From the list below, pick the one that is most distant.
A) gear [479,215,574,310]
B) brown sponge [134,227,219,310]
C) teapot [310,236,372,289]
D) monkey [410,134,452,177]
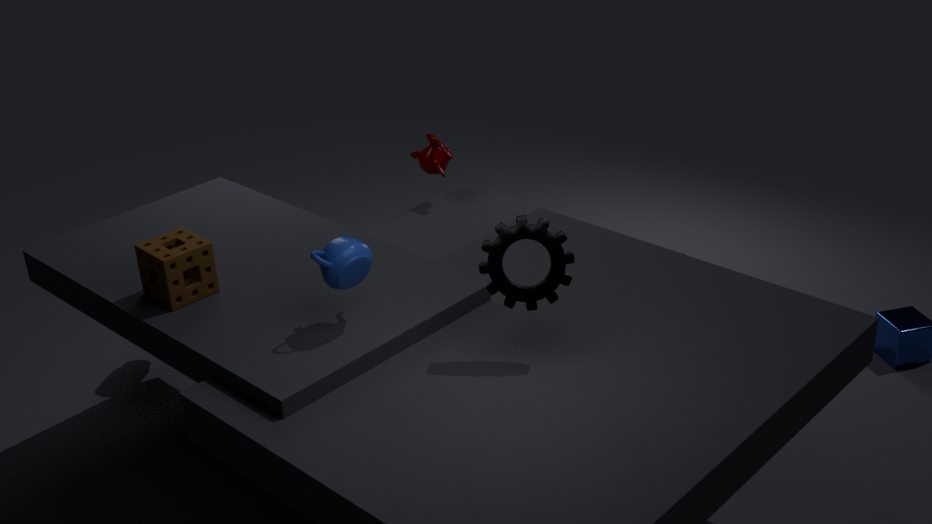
monkey [410,134,452,177]
